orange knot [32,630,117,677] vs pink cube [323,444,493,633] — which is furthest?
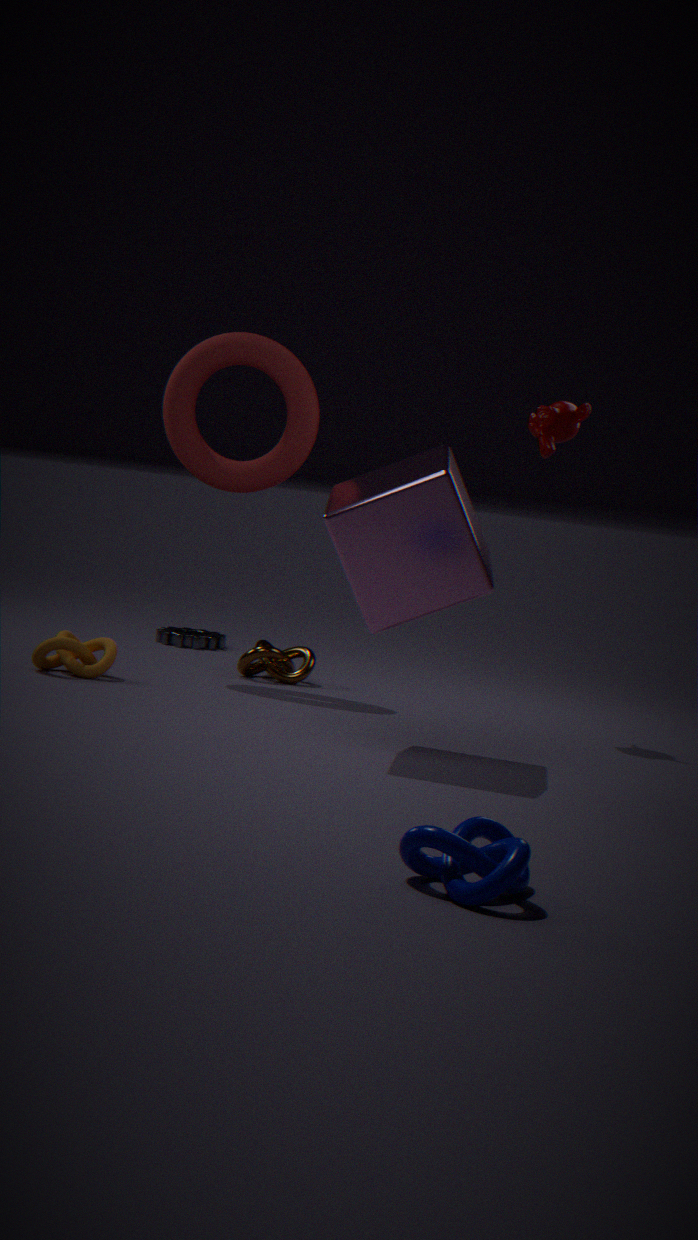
orange knot [32,630,117,677]
